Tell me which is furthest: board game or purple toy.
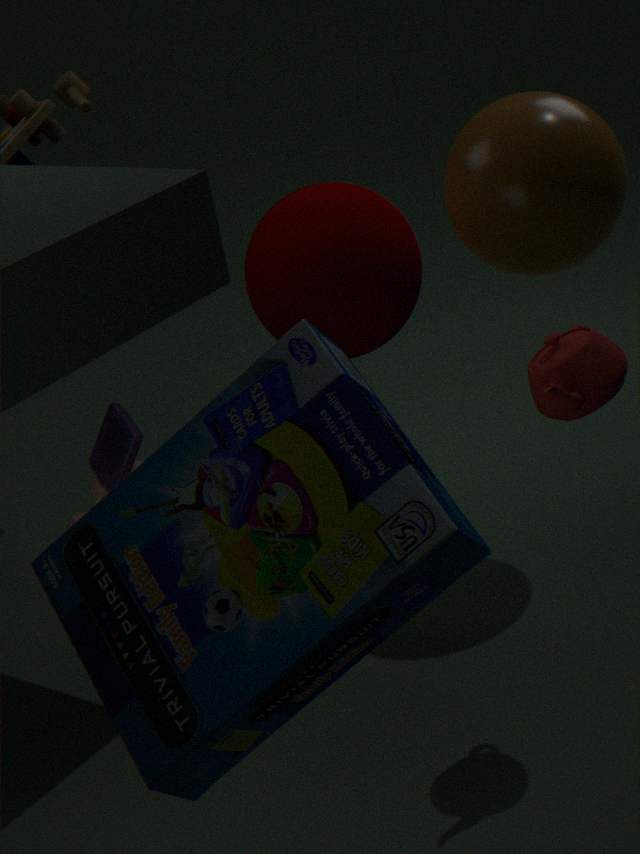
purple toy
